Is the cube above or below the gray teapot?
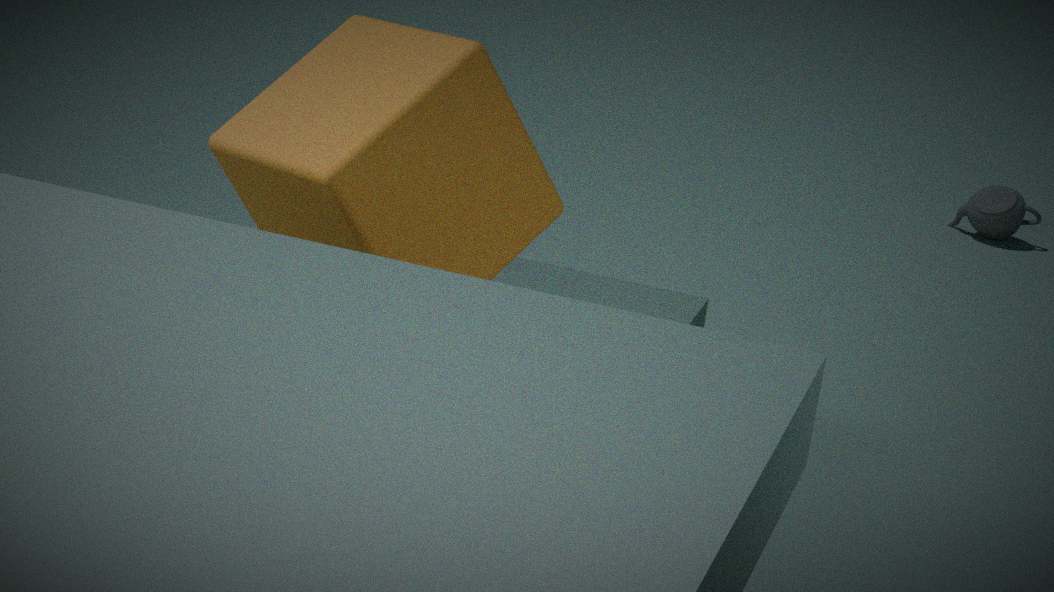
above
